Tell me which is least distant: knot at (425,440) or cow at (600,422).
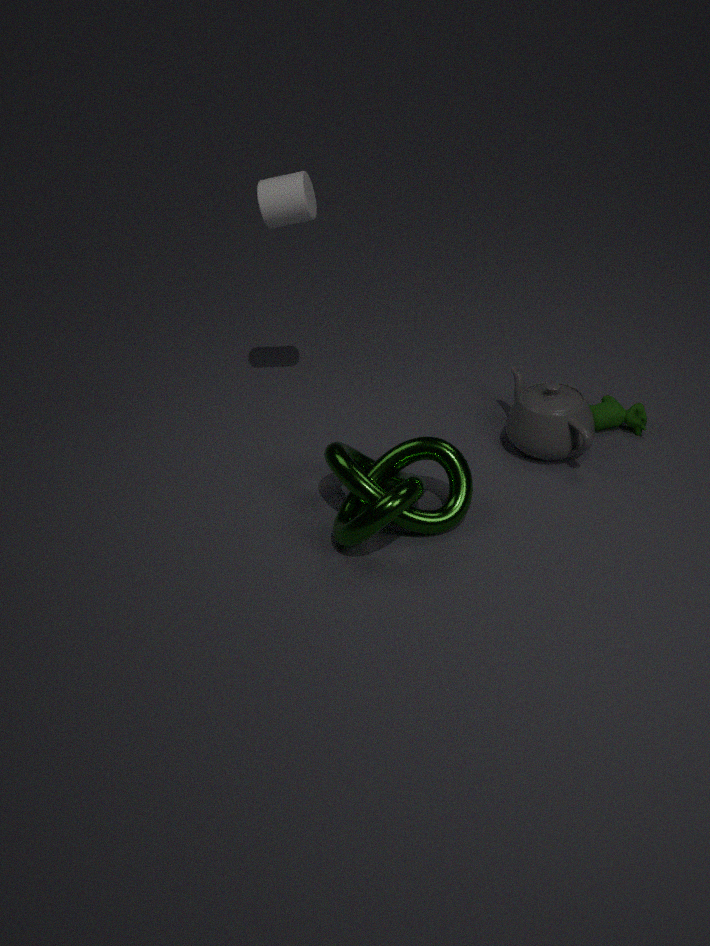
knot at (425,440)
